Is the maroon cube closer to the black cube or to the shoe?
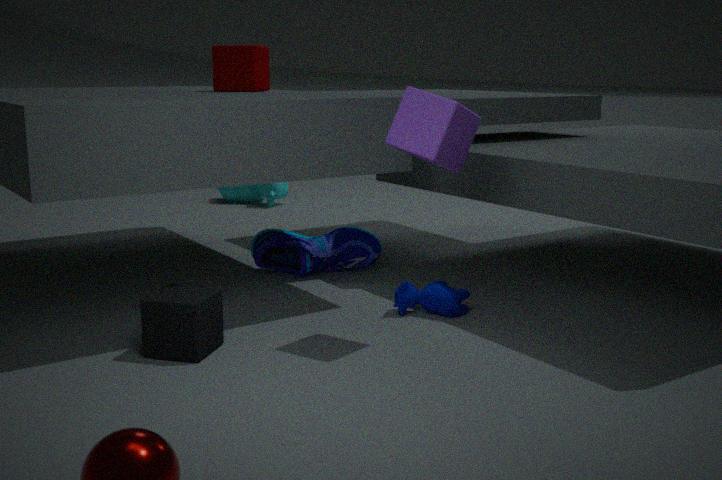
the shoe
